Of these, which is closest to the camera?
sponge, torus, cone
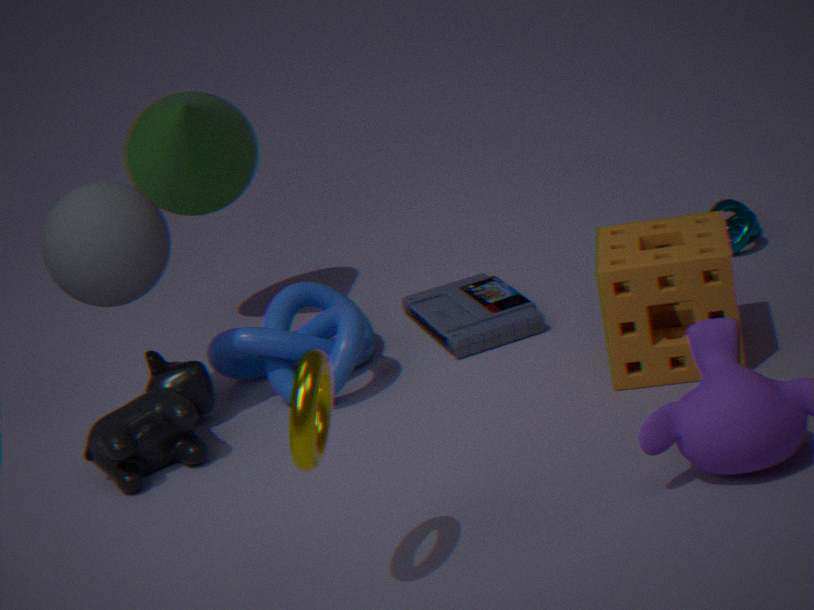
→ torus
